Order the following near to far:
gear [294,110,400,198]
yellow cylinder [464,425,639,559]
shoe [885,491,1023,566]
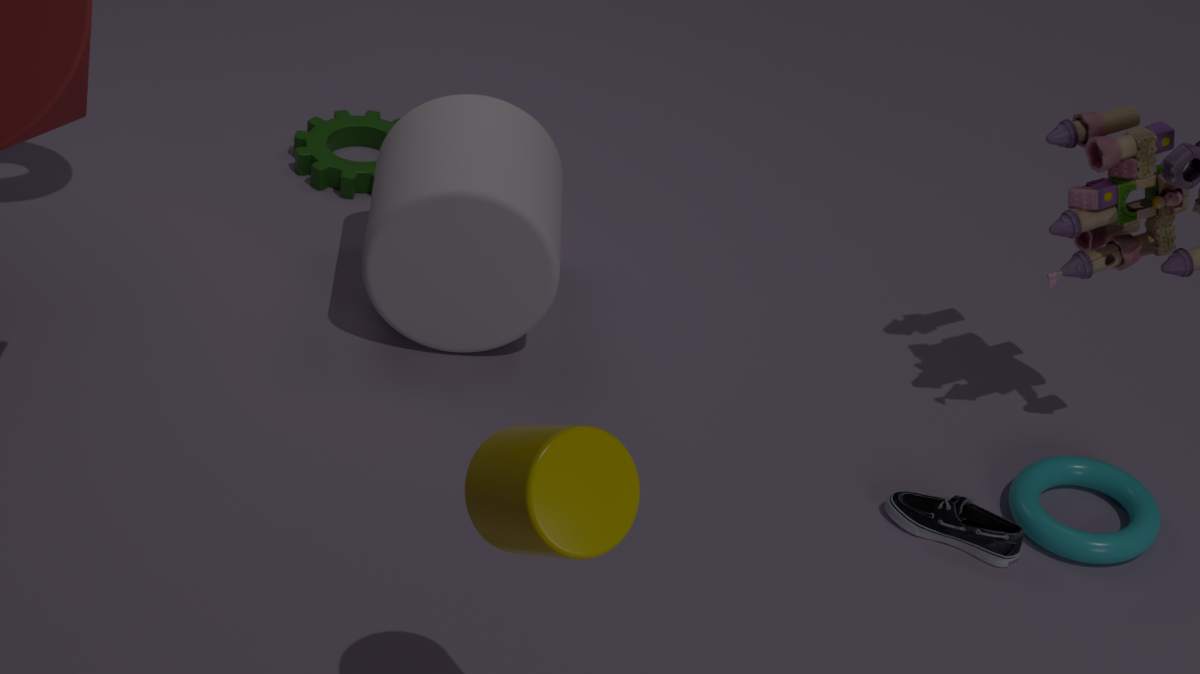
yellow cylinder [464,425,639,559] < shoe [885,491,1023,566] < gear [294,110,400,198]
